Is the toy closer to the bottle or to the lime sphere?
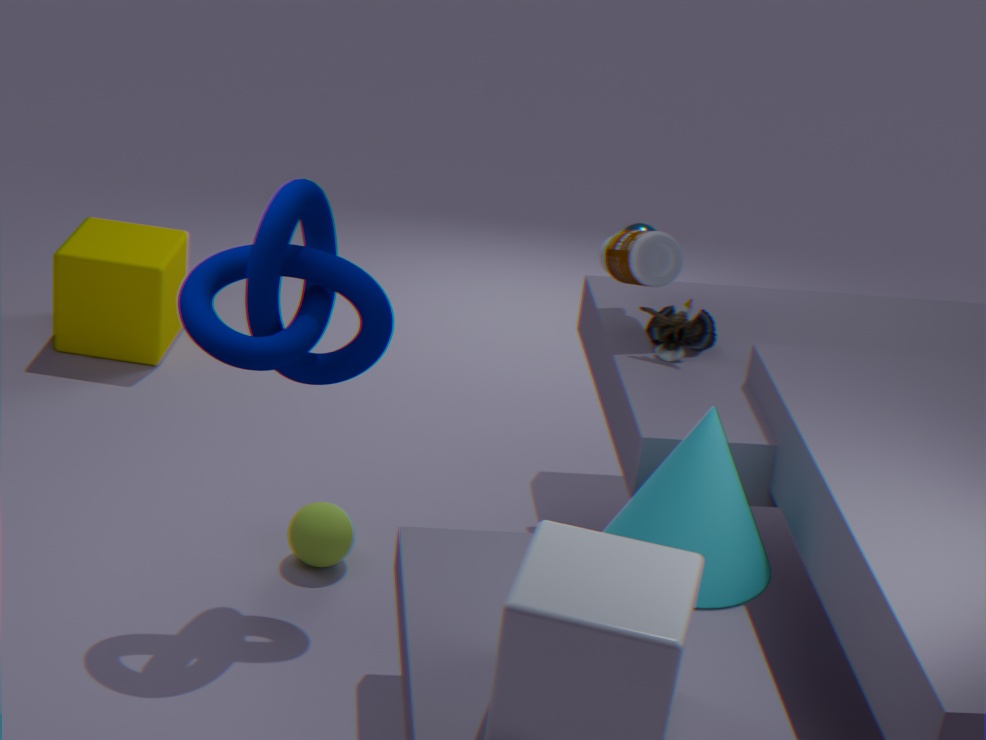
the bottle
